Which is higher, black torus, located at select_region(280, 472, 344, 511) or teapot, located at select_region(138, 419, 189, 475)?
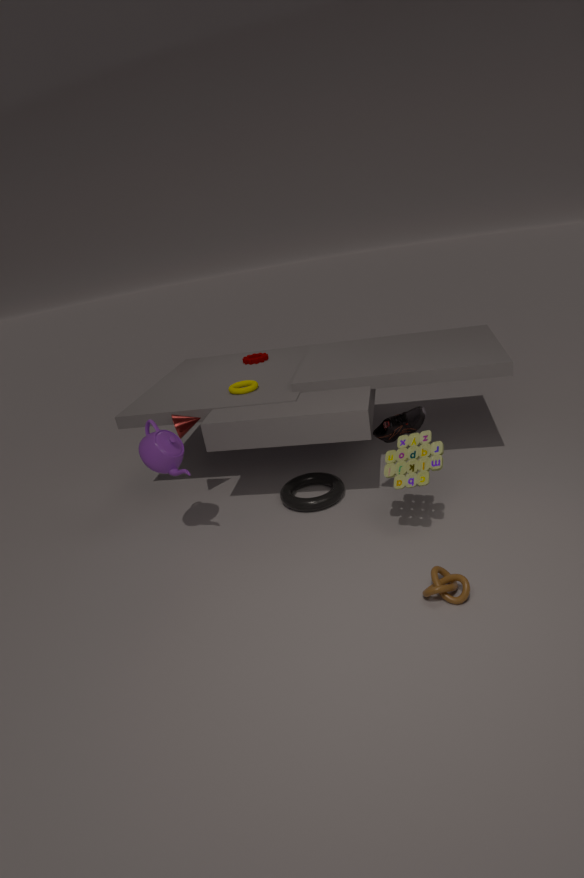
teapot, located at select_region(138, 419, 189, 475)
